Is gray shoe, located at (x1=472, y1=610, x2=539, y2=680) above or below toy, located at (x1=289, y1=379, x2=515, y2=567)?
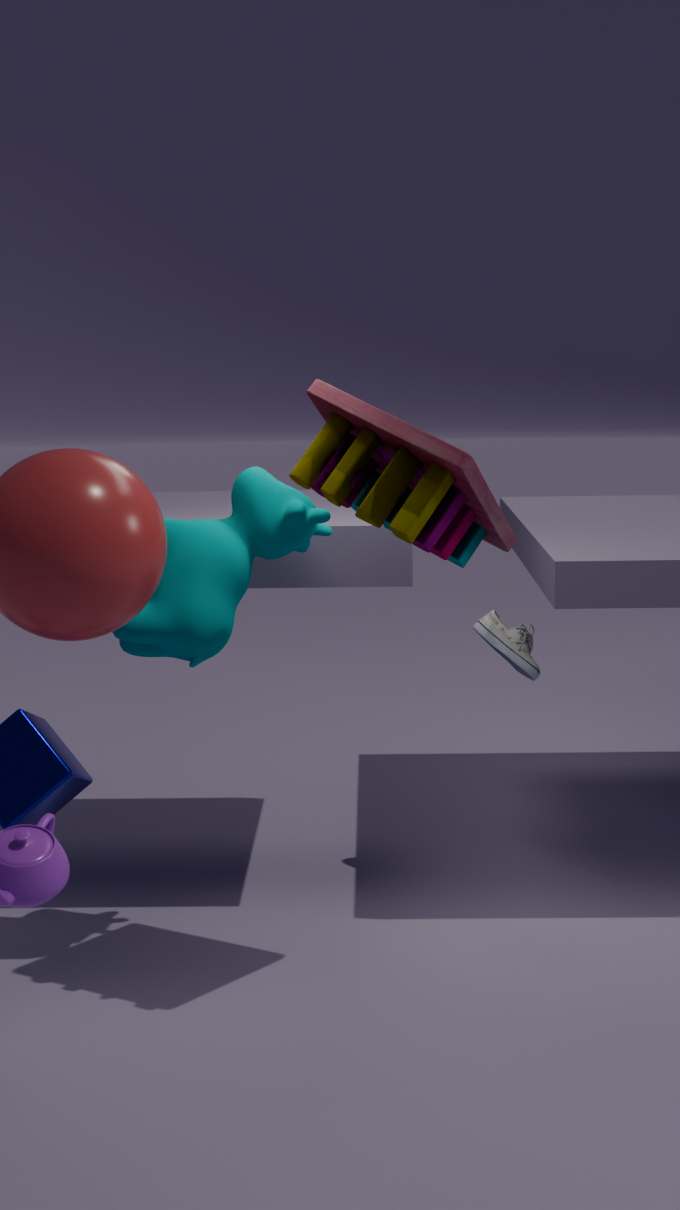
below
